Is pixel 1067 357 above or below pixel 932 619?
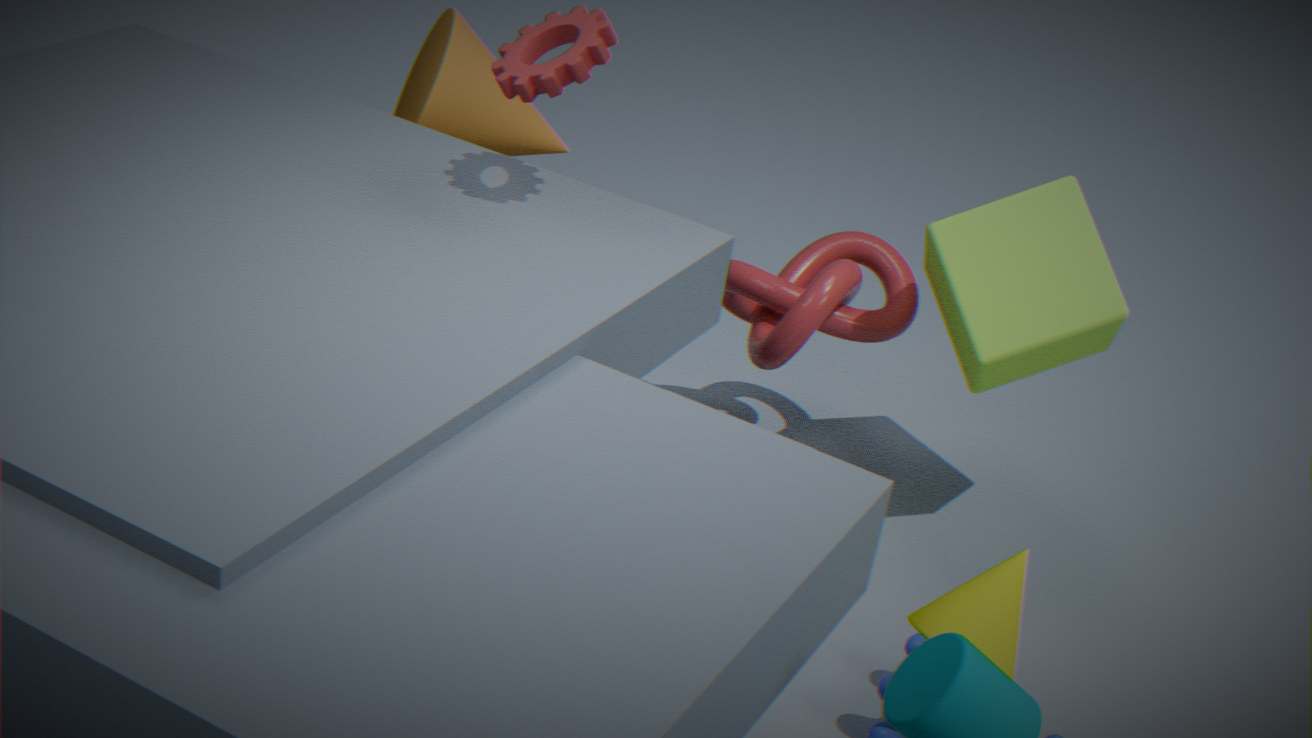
above
